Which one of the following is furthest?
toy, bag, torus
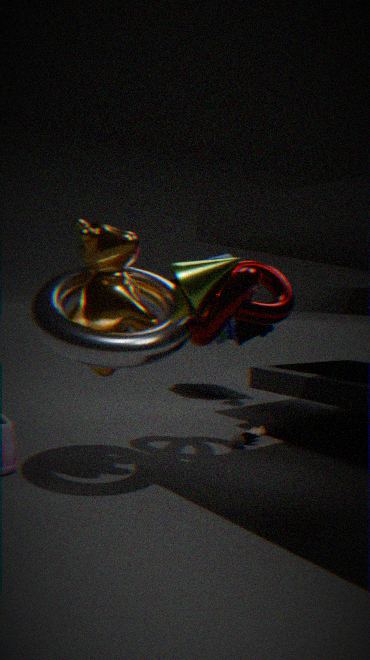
bag
